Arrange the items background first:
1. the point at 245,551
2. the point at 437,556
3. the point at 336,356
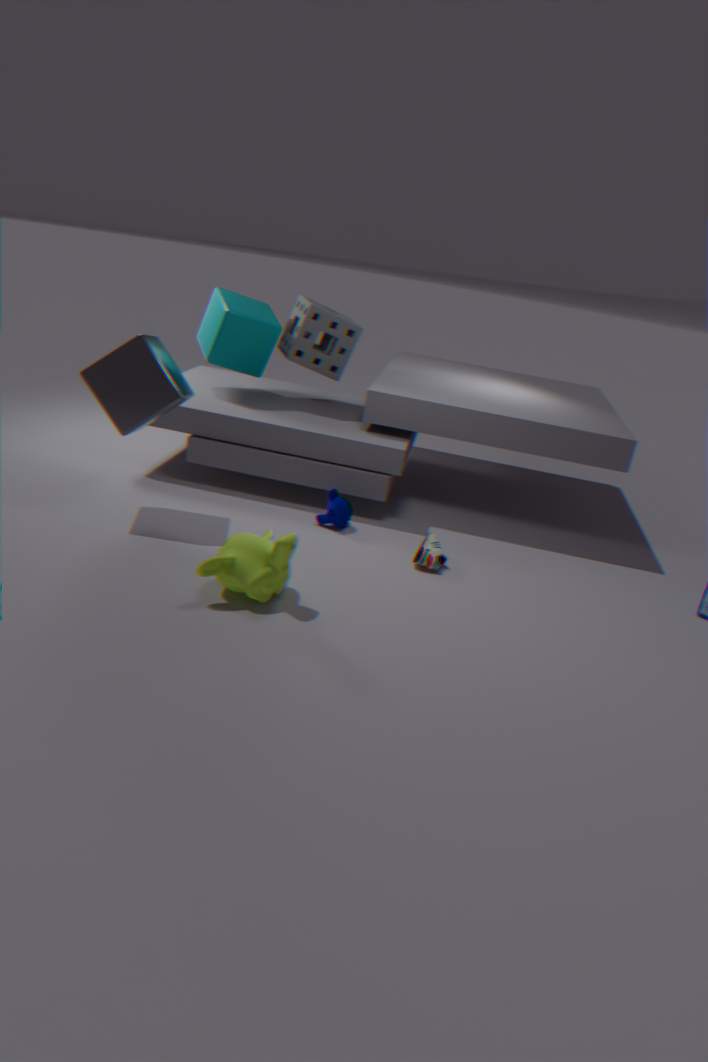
the point at 336,356, the point at 437,556, the point at 245,551
